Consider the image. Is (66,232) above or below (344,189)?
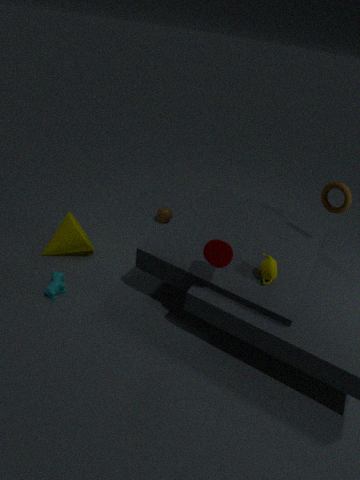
below
